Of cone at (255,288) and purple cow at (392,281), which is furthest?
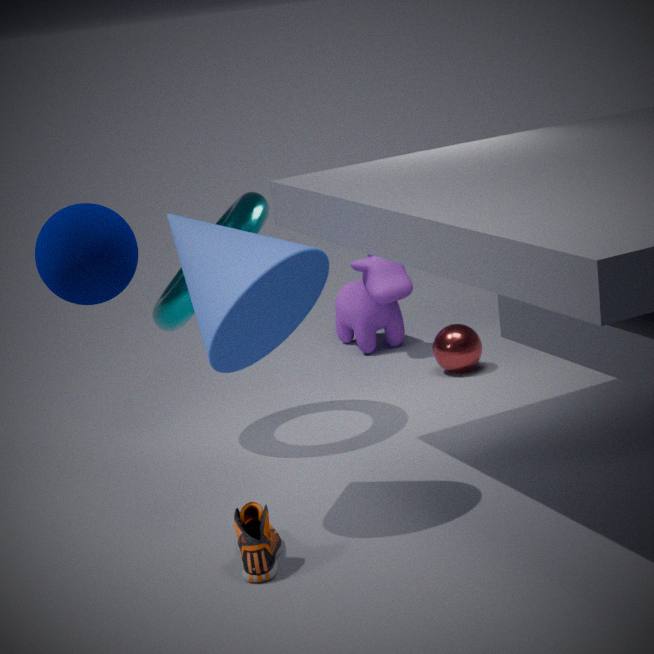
purple cow at (392,281)
